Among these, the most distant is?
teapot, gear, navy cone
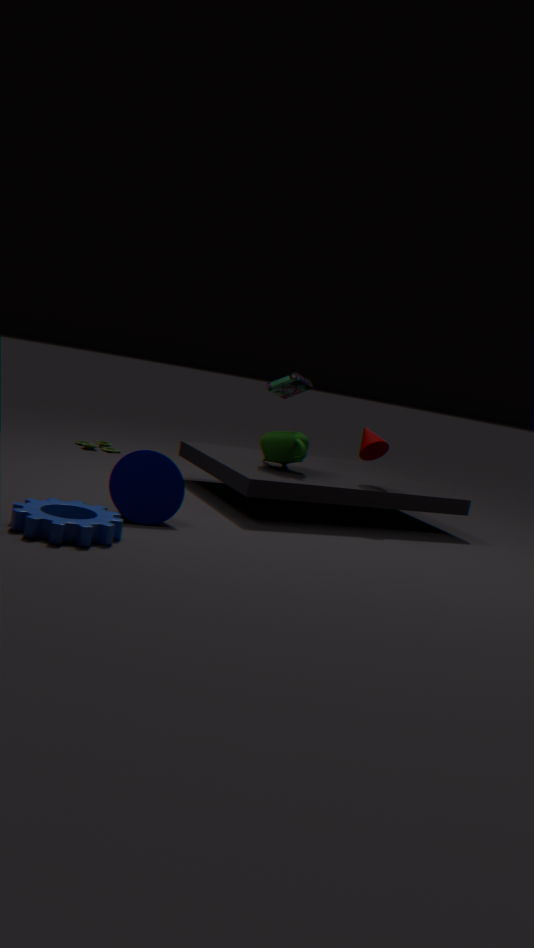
teapot
